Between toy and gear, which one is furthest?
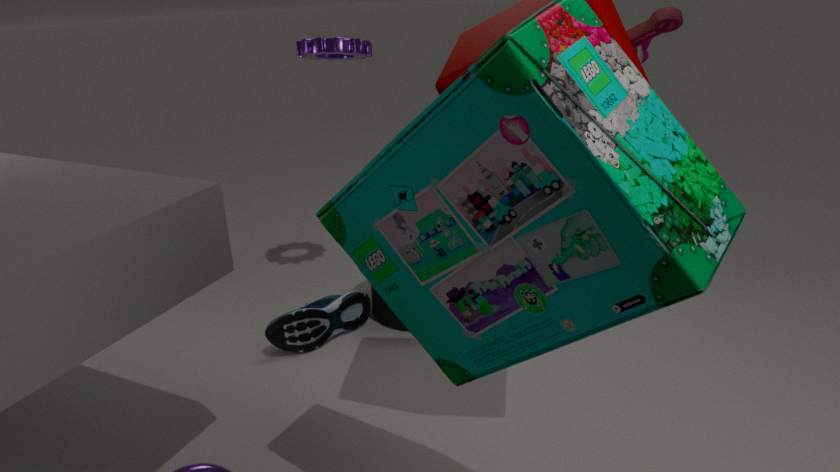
gear
